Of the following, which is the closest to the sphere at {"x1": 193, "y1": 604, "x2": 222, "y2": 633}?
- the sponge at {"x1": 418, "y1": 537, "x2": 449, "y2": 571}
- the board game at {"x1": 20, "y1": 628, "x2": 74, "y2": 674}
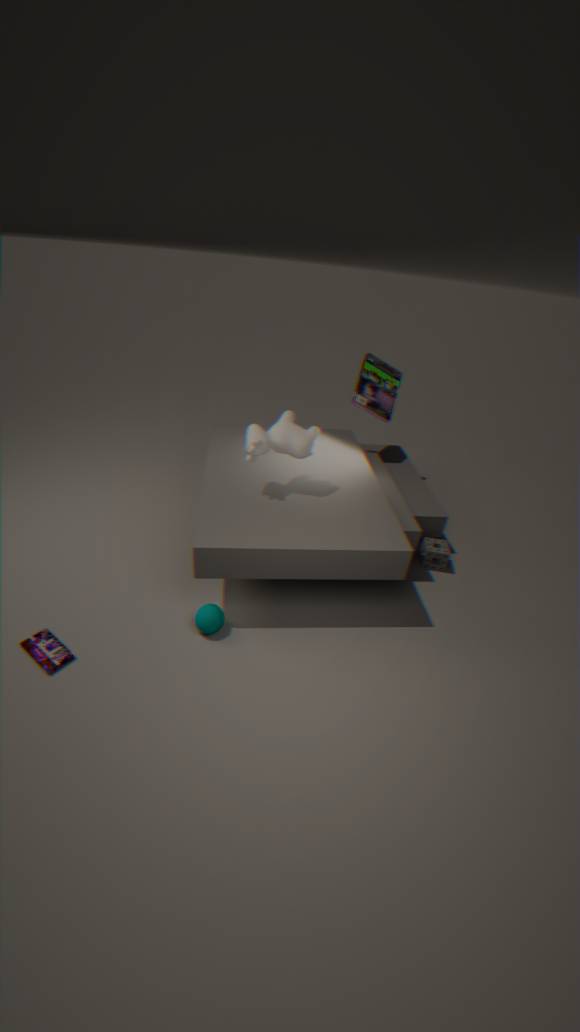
the board game at {"x1": 20, "y1": 628, "x2": 74, "y2": 674}
